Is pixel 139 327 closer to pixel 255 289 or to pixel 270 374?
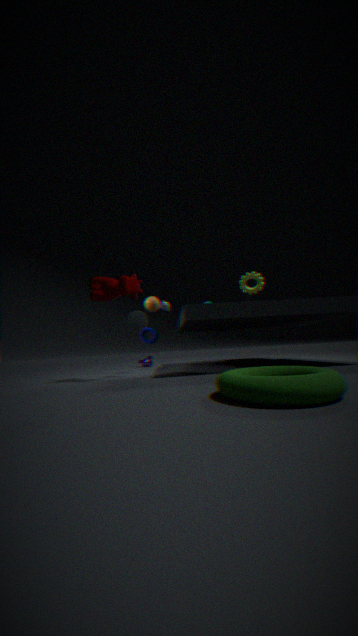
pixel 255 289
